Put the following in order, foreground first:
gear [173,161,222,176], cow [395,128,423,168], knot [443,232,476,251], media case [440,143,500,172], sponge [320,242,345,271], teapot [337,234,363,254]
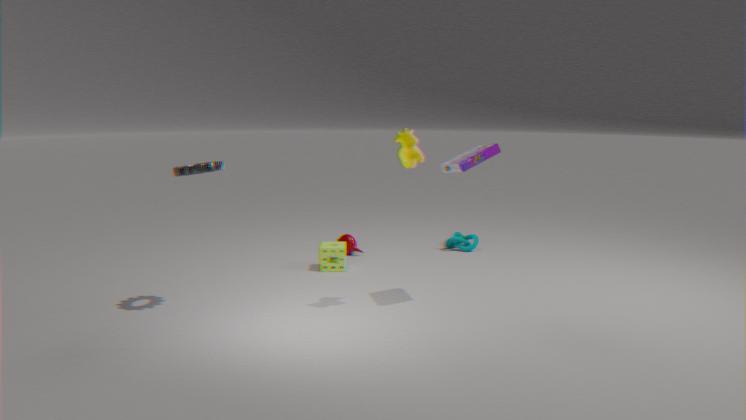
cow [395,128,423,168], gear [173,161,222,176], media case [440,143,500,172], sponge [320,242,345,271], teapot [337,234,363,254], knot [443,232,476,251]
